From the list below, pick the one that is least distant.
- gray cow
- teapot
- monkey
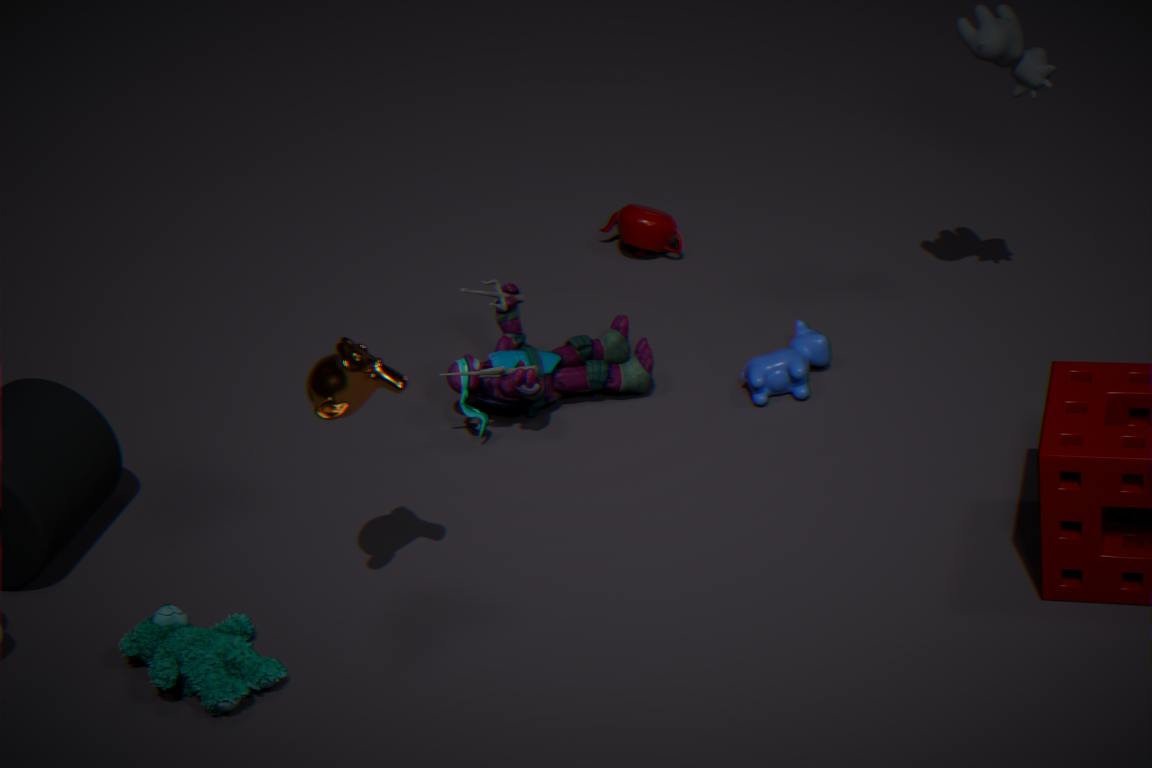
monkey
